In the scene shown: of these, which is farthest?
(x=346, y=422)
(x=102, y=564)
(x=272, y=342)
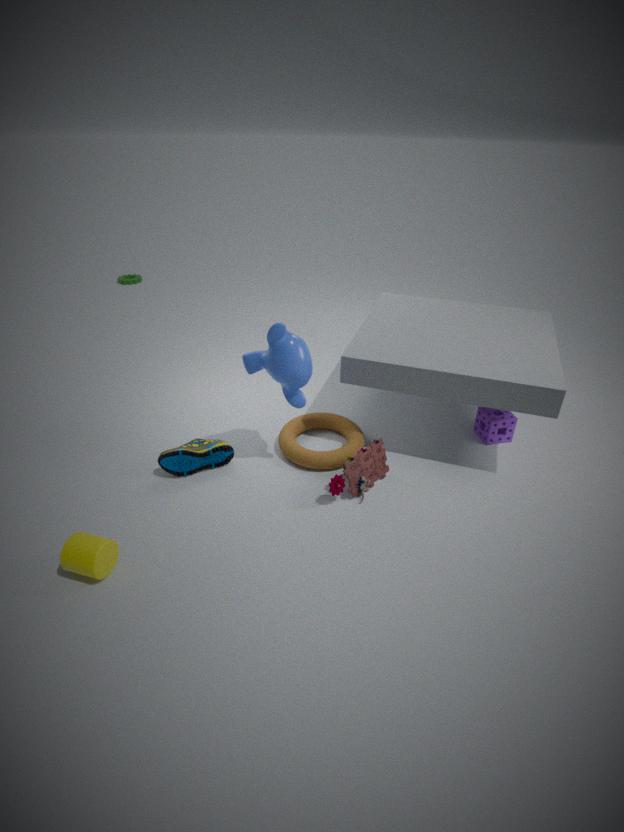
(x=346, y=422)
